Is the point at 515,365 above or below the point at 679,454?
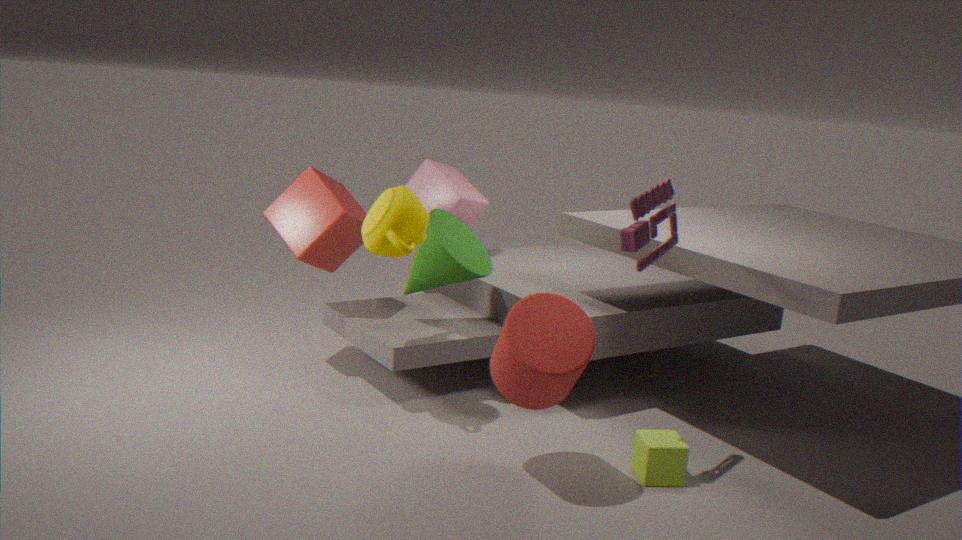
above
